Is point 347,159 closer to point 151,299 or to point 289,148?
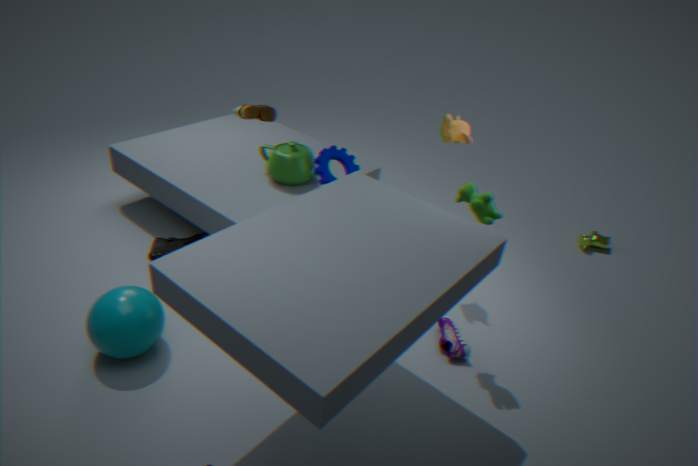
point 289,148
